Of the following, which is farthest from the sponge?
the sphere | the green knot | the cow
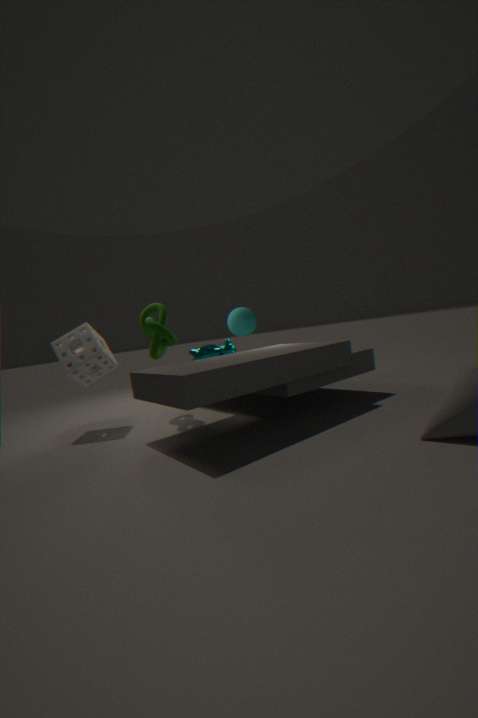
the sphere
